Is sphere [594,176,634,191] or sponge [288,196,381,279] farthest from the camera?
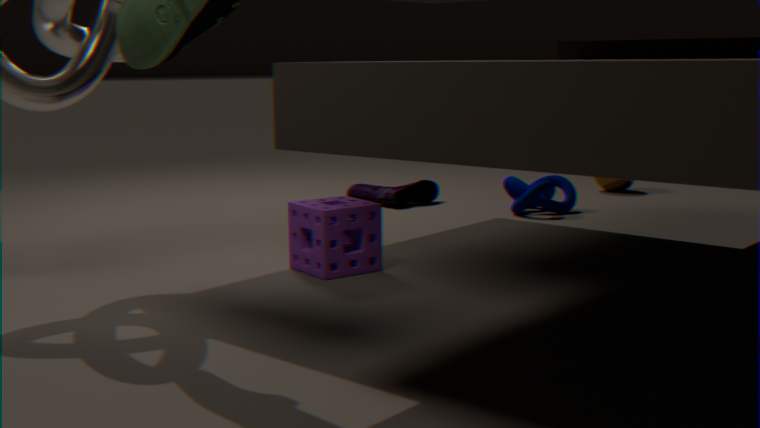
sphere [594,176,634,191]
